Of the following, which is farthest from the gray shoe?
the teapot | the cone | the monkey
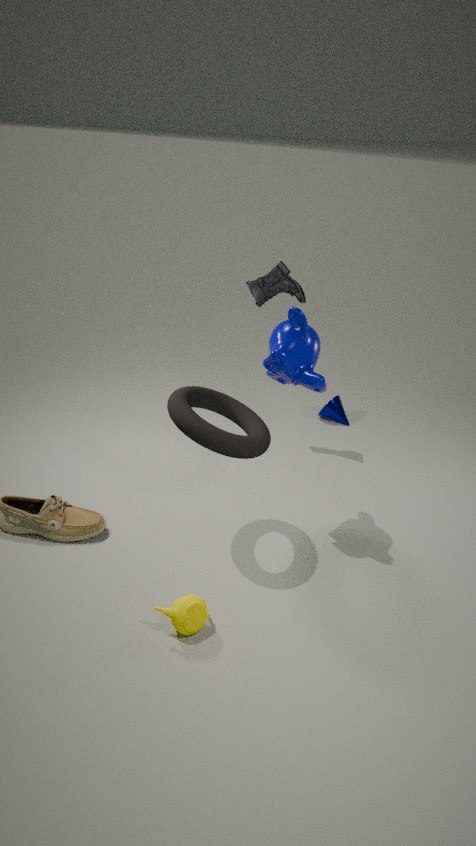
the teapot
